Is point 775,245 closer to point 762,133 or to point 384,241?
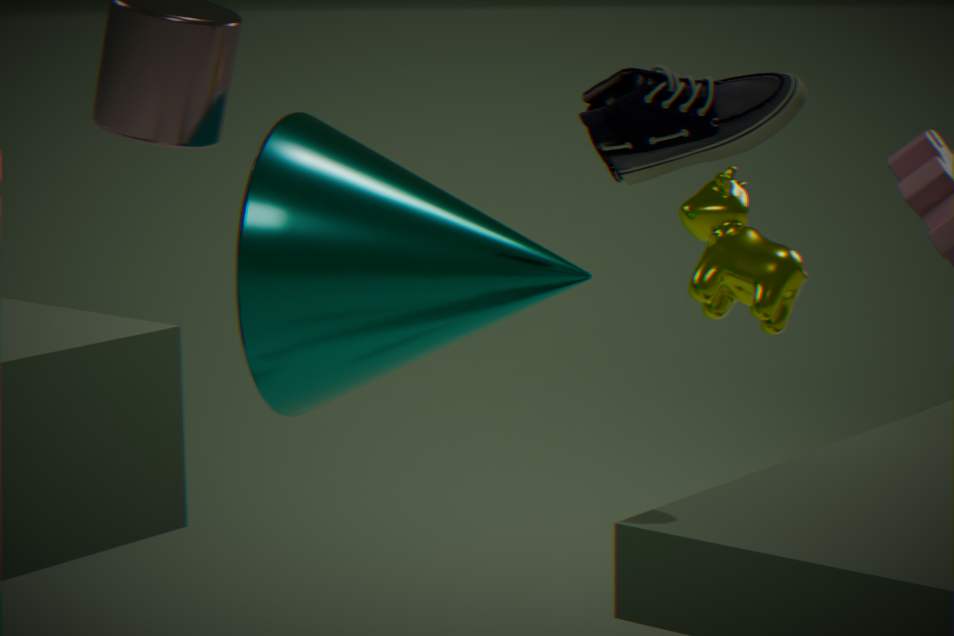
point 762,133
